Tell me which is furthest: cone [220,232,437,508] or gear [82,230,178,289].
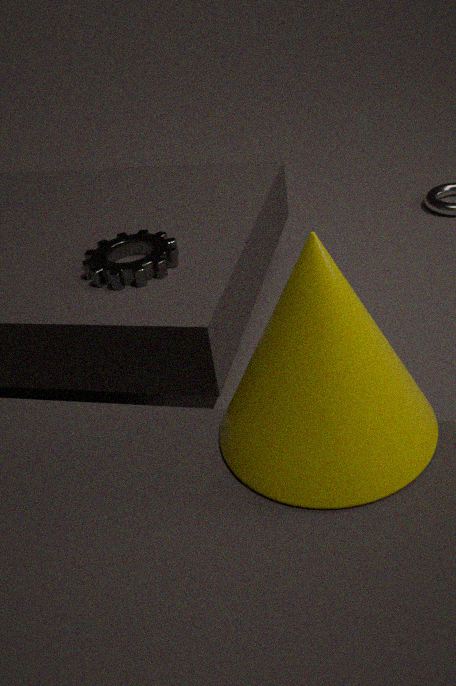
gear [82,230,178,289]
